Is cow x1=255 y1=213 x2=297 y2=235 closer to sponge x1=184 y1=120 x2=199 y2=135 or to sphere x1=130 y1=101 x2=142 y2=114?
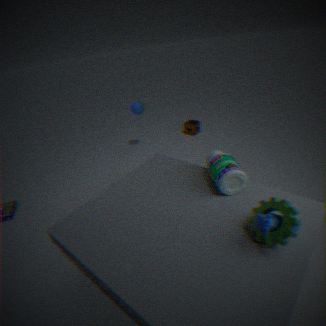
sphere x1=130 y1=101 x2=142 y2=114
